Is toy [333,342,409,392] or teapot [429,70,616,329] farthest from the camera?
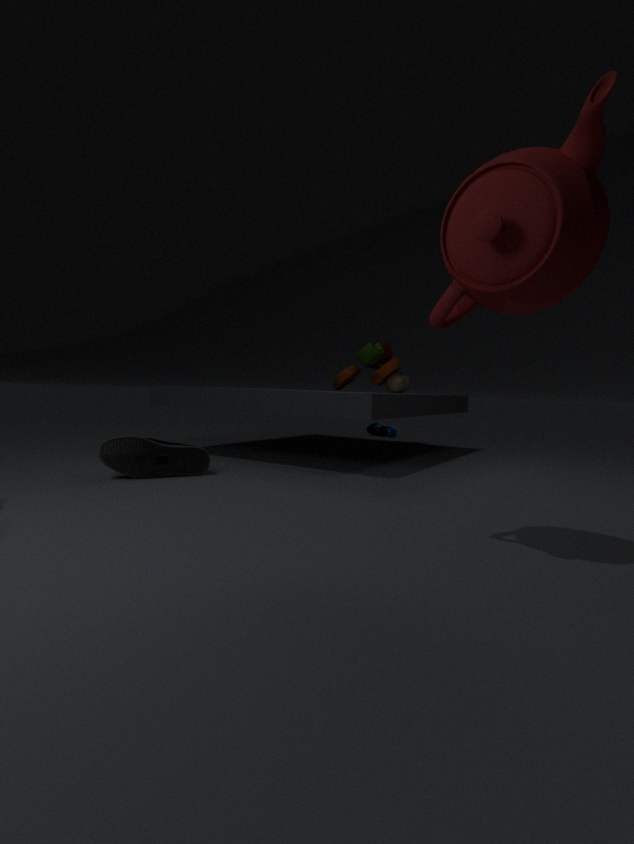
toy [333,342,409,392]
